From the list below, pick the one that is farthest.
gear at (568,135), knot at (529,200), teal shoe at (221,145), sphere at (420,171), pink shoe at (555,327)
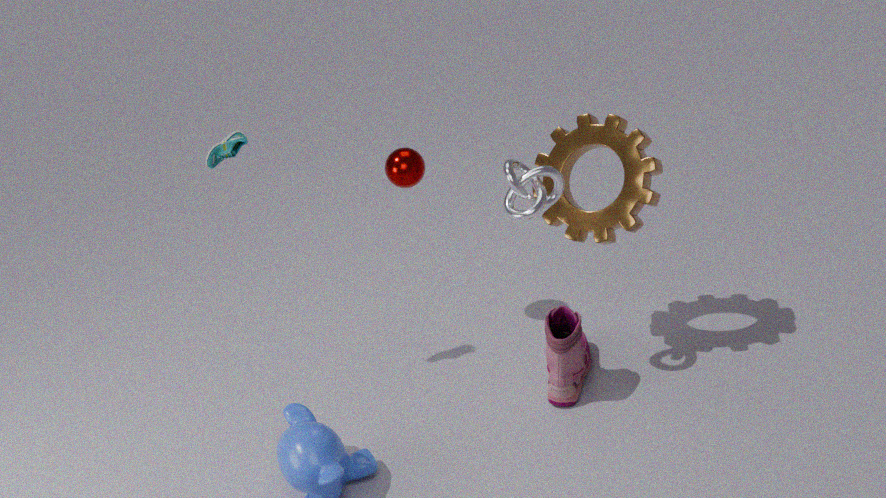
sphere at (420,171)
